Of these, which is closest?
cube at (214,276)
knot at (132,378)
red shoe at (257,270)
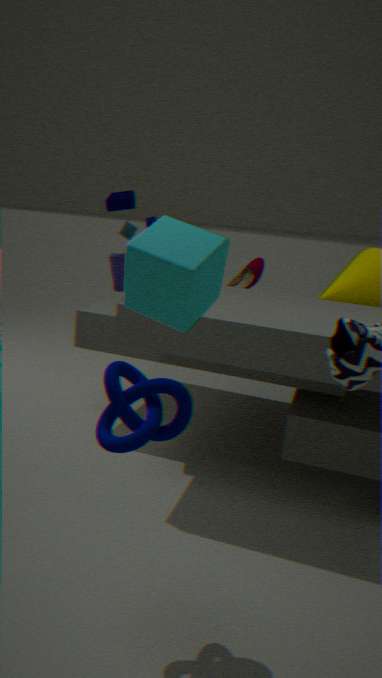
cube at (214,276)
